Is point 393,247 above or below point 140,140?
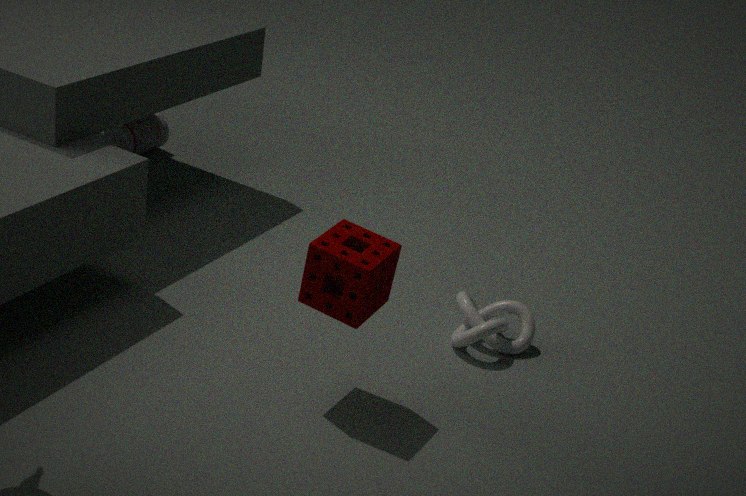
above
